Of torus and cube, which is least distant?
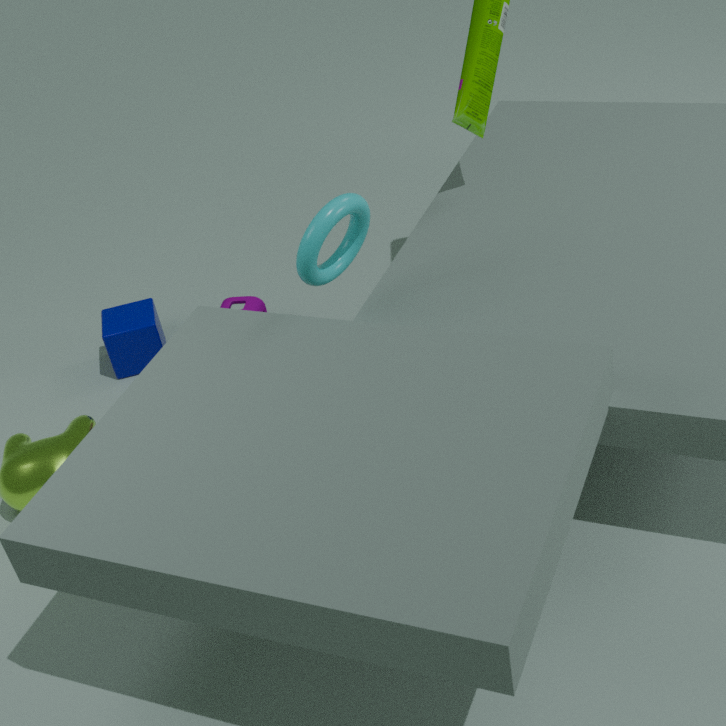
torus
